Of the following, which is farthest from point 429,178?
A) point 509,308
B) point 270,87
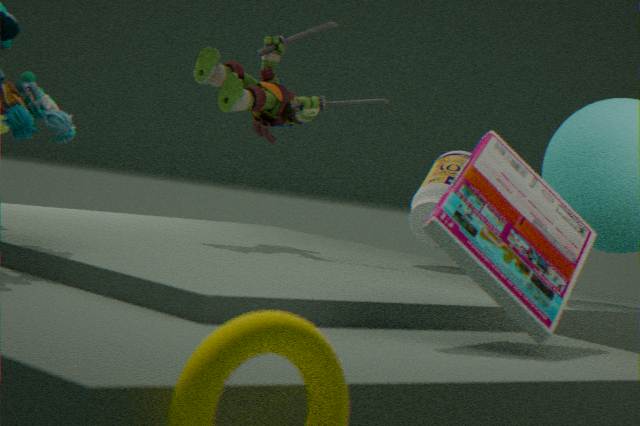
point 509,308
